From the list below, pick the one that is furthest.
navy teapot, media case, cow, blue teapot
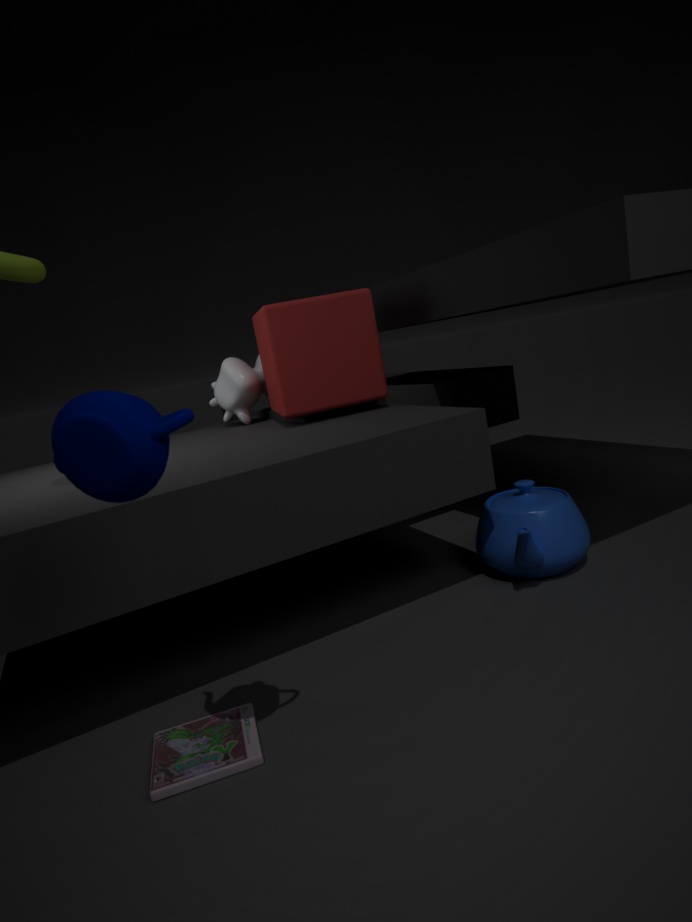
cow
